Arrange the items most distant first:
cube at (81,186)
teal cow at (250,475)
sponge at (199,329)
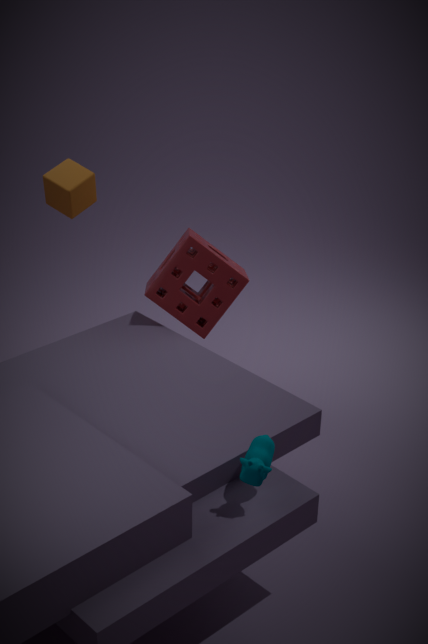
sponge at (199,329) → cube at (81,186) → teal cow at (250,475)
